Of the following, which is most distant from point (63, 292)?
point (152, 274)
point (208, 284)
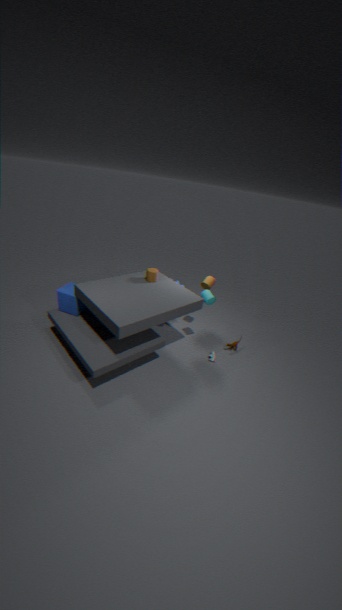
point (208, 284)
